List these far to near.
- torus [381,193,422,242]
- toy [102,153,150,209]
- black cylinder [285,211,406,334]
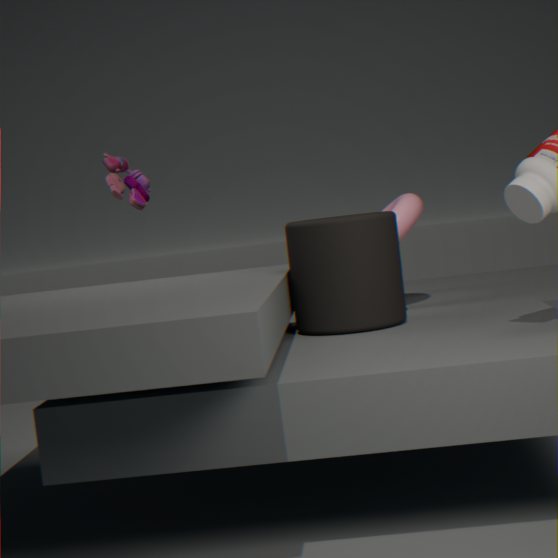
toy [102,153,150,209] → torus [381,193,422,242] → black cylinder [285,211,406,334]
